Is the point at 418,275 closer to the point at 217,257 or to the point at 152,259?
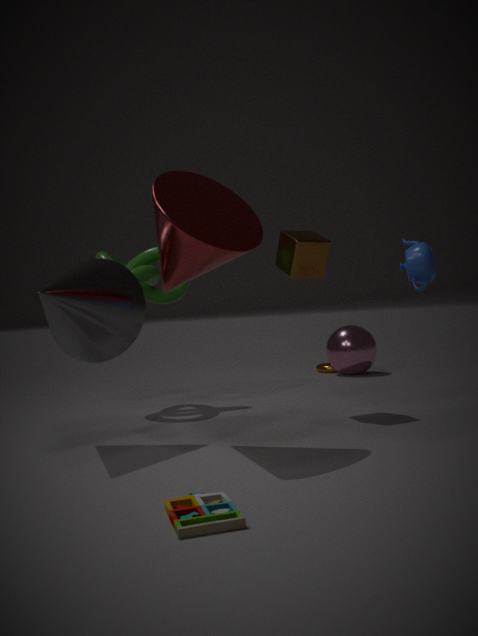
the point at 217,257
